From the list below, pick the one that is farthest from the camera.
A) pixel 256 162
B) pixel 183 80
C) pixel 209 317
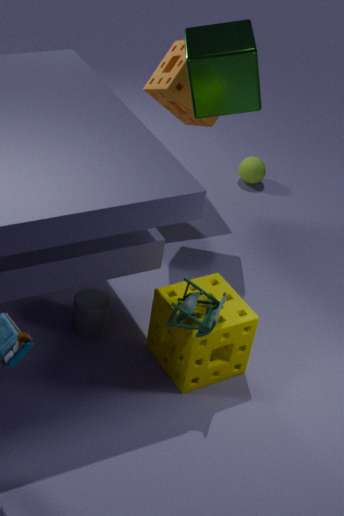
pixel 256 162
